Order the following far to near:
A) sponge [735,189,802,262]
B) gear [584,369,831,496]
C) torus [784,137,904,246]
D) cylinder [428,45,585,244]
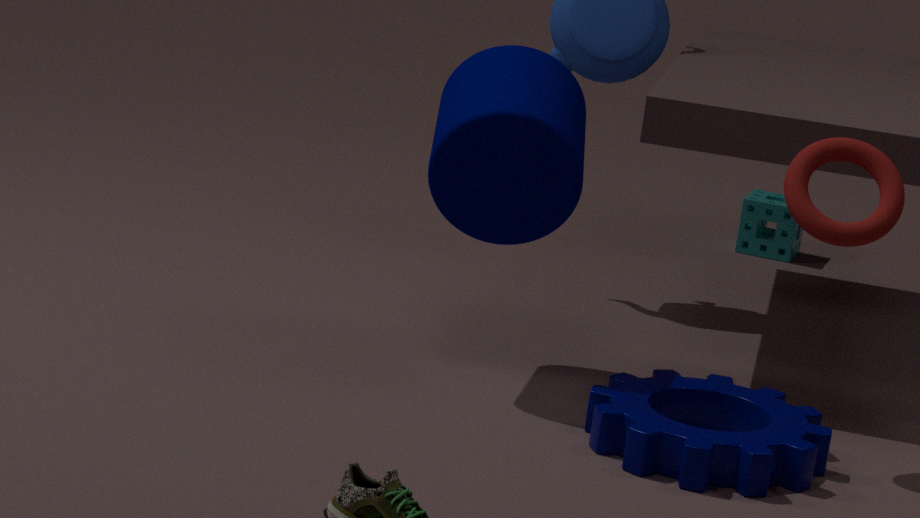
1. sponge [735,189,802,262]
2. cylinder [428,45,585,244]
3. torus [784,137,904,246]
4. gear [584,369,831,496]
